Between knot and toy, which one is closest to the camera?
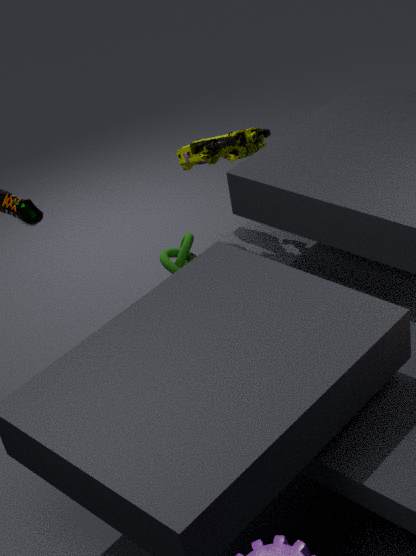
knot
